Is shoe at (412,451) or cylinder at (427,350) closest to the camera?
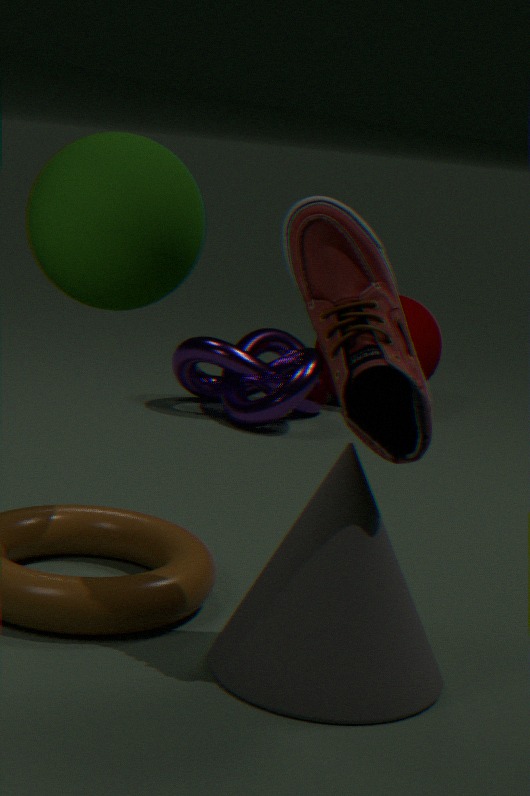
shoe at (412,451)
